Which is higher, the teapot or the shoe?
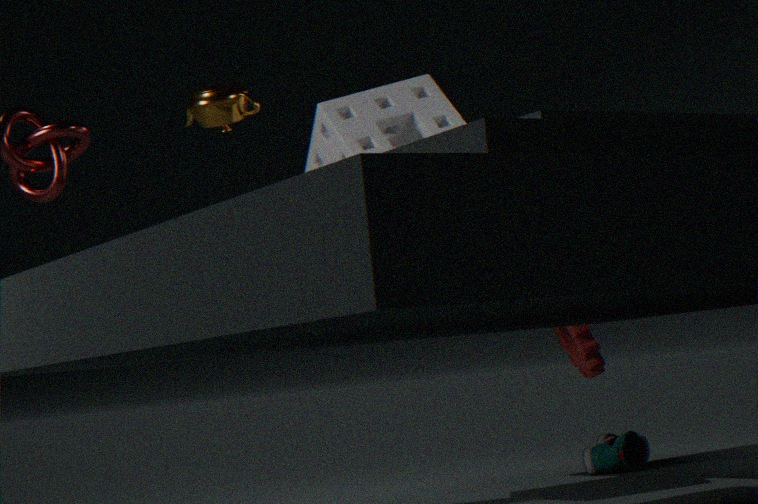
the teapot
